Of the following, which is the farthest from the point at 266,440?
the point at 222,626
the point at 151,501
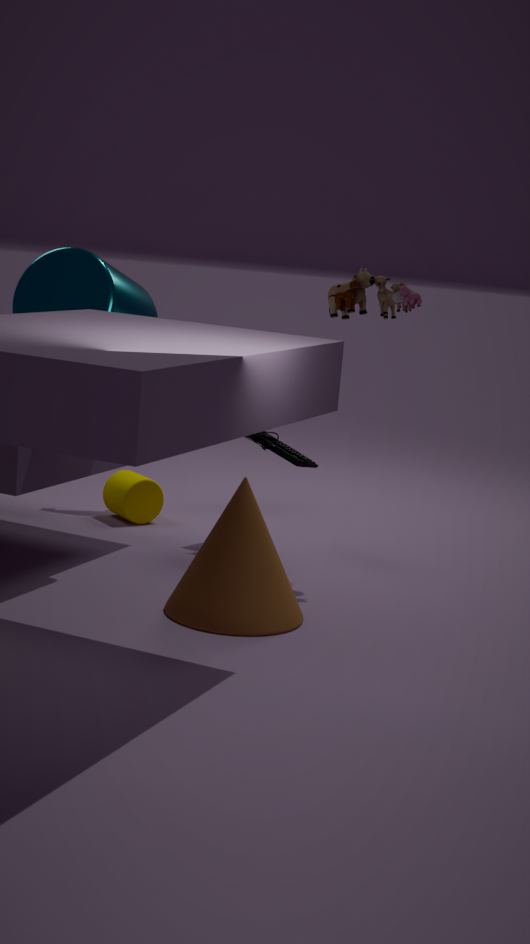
the point at 222,626
